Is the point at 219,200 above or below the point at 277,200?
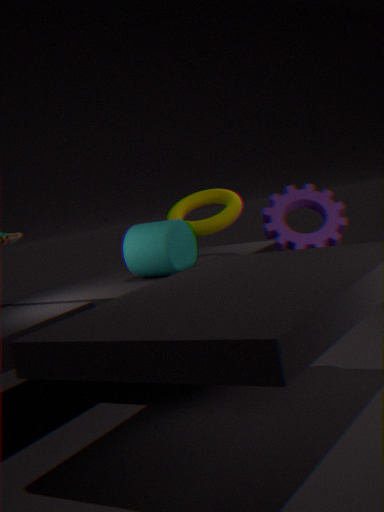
above
